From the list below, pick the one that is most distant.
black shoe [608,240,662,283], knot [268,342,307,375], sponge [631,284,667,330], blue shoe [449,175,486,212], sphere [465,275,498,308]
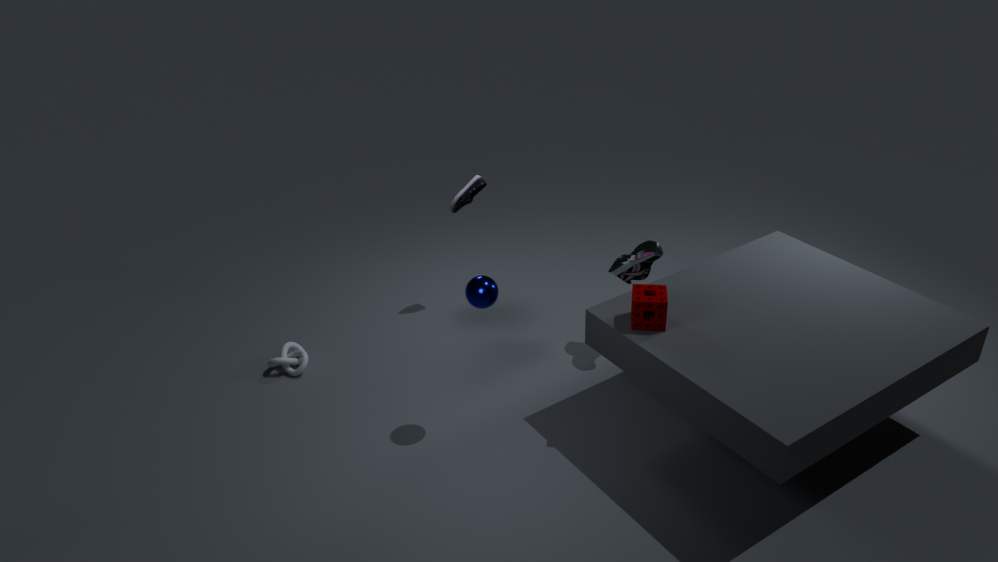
blue shoe [449,175,486,212]
